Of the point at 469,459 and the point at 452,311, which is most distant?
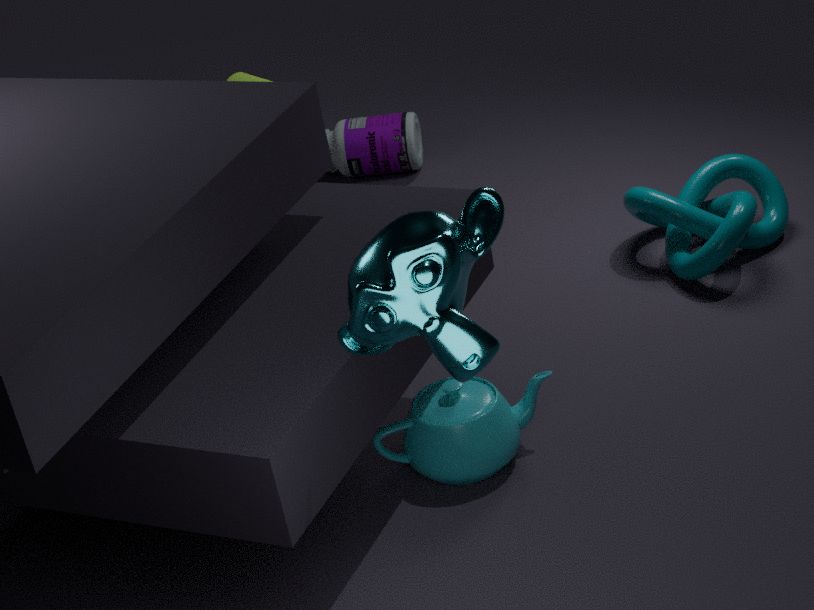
the point at 469,459
